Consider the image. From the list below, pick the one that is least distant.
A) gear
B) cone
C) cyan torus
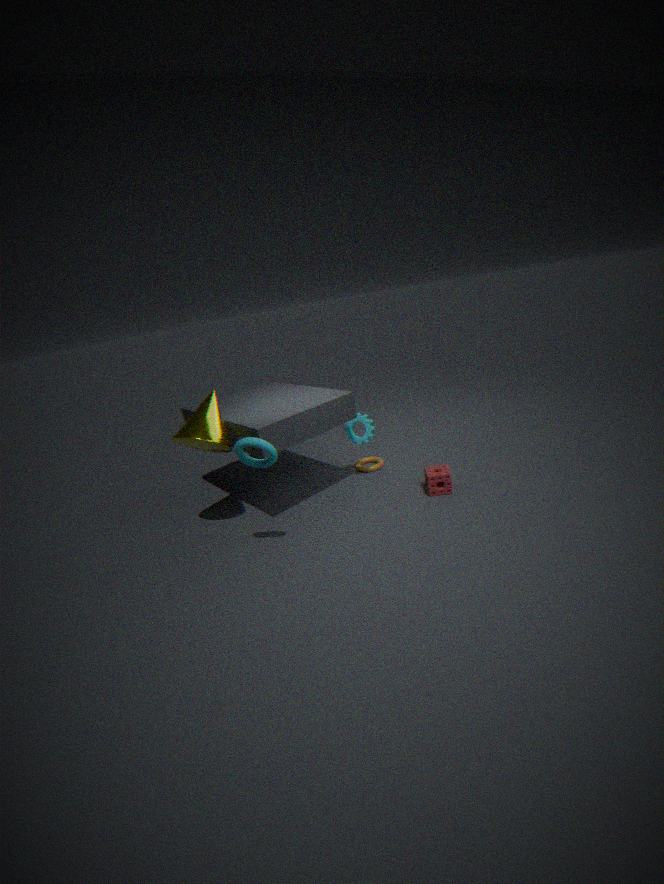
cyan torus
